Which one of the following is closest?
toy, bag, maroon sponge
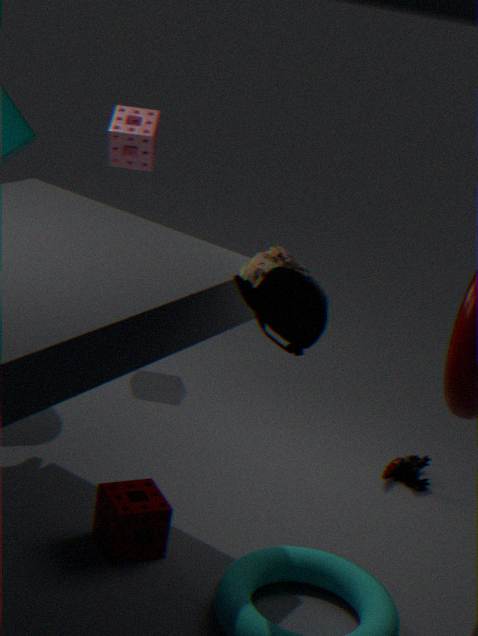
bag
